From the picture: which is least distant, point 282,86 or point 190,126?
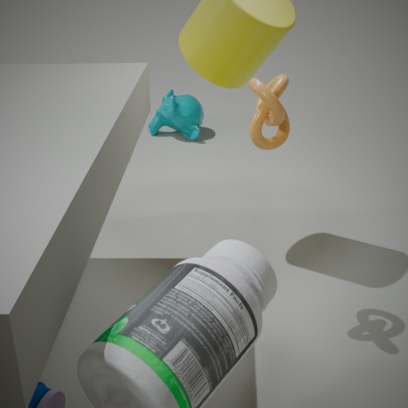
point 282,86
